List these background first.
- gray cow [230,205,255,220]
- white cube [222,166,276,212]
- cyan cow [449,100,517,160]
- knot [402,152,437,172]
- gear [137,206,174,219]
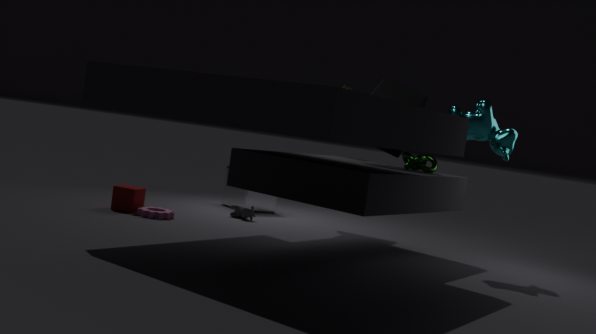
white cube [222,166,276,212] → gray cow [230,205,255,220] → gear [137,206,174,219] → knot [402,152,437,172] → cyan cow [449,100,517,160]
